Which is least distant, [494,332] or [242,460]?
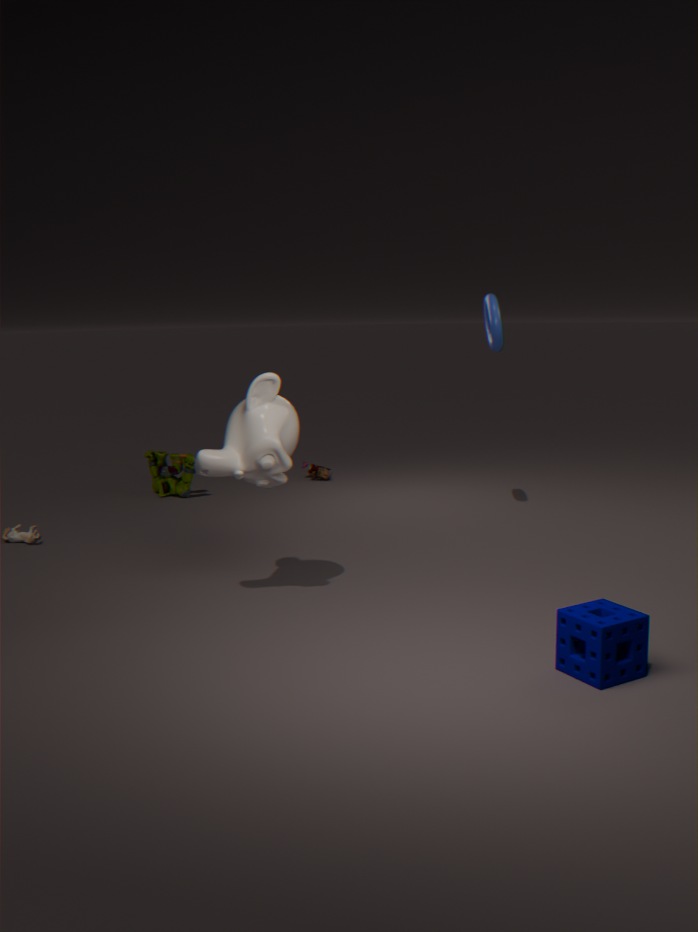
[242,460]
